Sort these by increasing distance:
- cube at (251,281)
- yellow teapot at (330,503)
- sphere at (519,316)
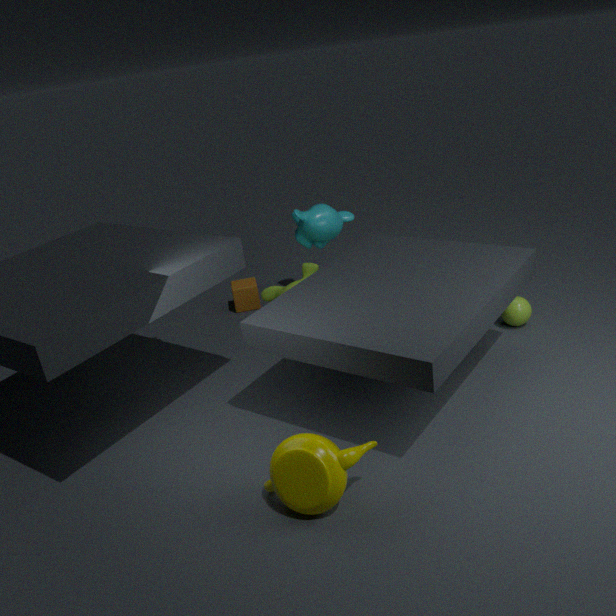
yellow teapot at (330,503) → sphere at (519,316) → cube at (251,281)
